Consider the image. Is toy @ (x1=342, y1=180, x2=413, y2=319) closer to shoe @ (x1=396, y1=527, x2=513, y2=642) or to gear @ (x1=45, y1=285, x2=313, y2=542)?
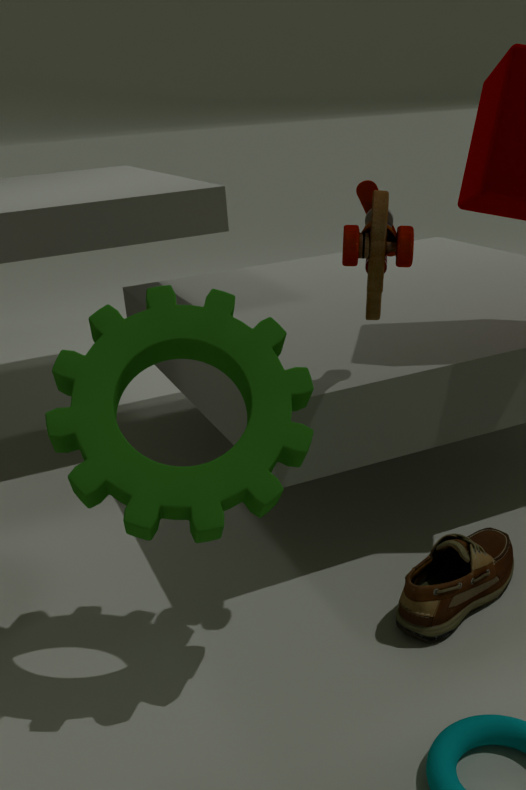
gear @ (x1=45, y1=285, x2=313, y2=542)
